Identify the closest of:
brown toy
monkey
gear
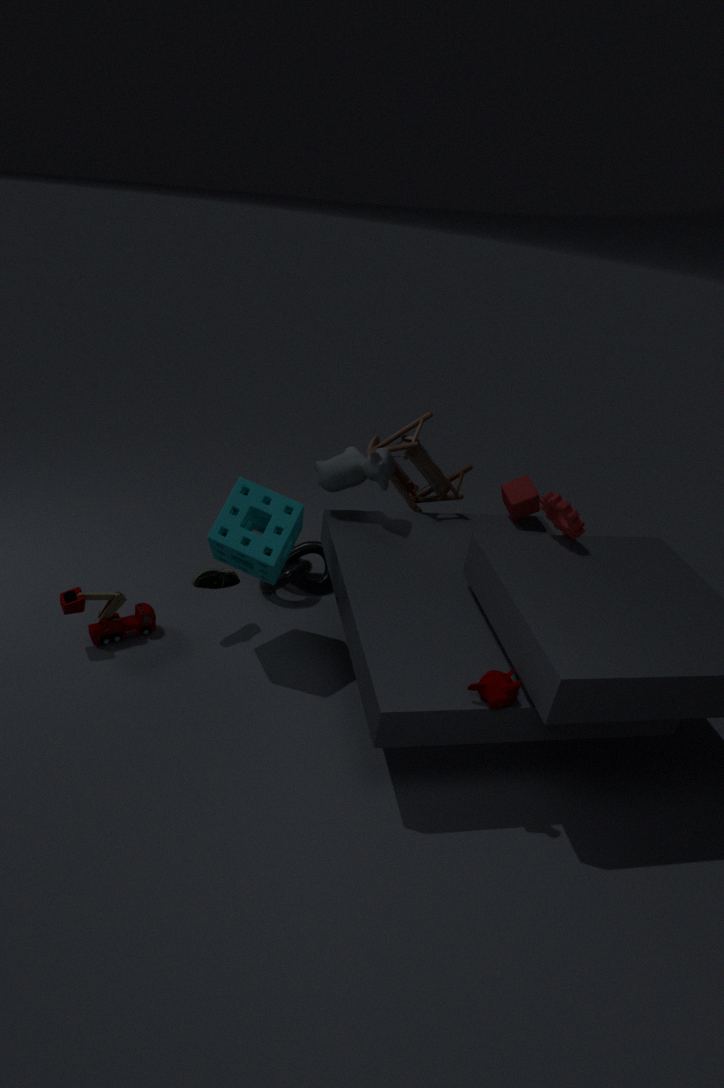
monkey
